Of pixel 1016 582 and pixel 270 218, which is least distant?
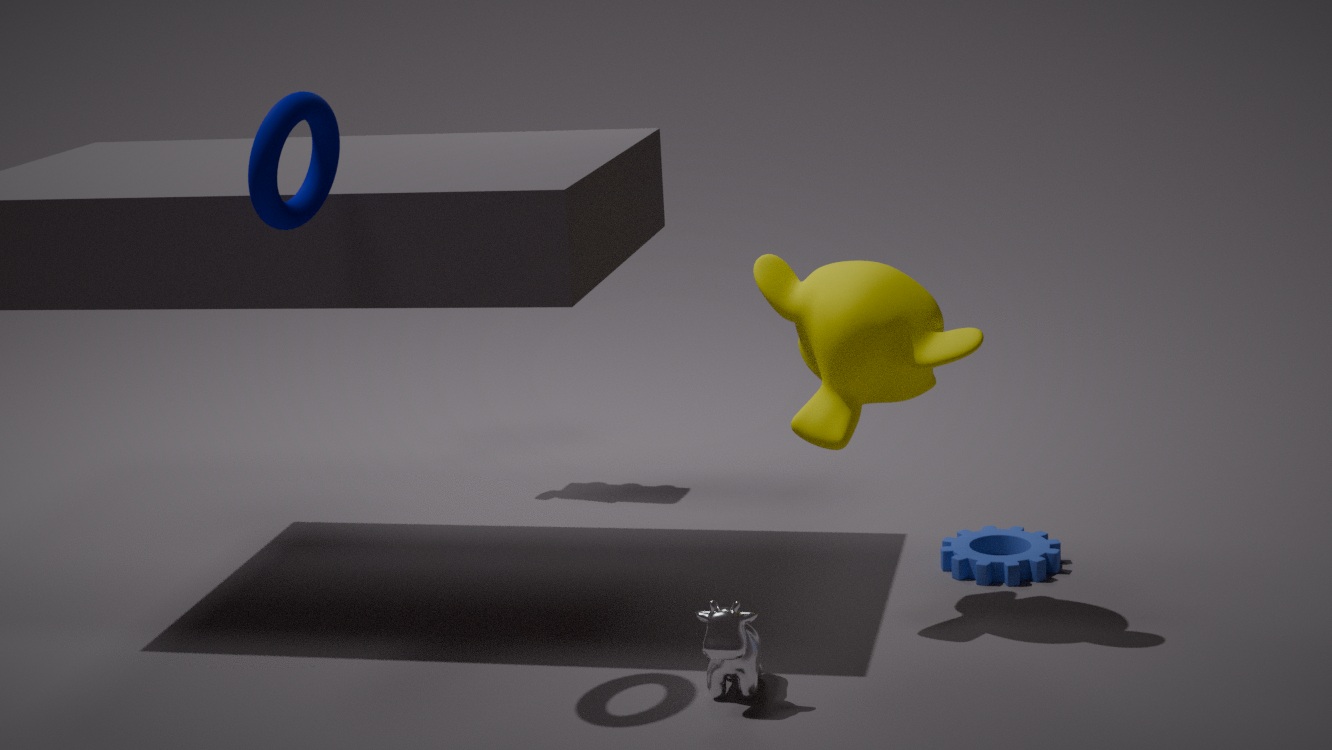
pixel 270 218
